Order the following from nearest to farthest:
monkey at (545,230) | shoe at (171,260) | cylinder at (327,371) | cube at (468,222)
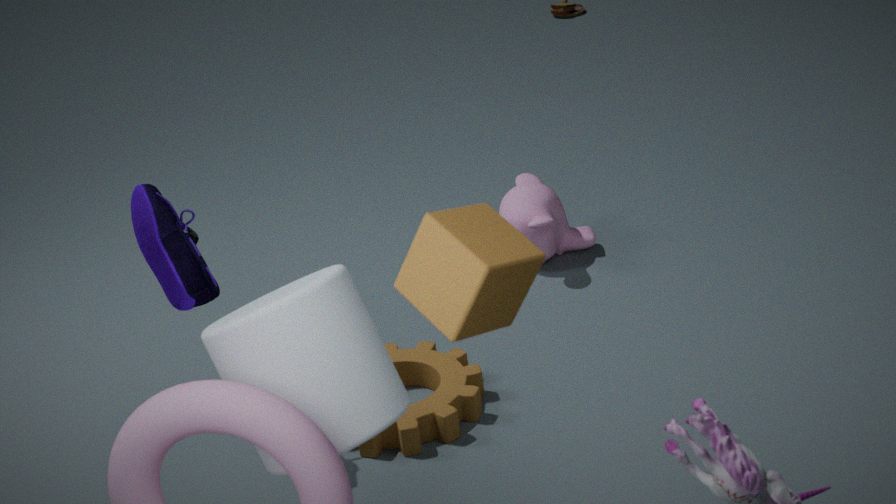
cube at (468,222), cylinder at (327,371), shoe at (171,260), monkey at (545,230)
